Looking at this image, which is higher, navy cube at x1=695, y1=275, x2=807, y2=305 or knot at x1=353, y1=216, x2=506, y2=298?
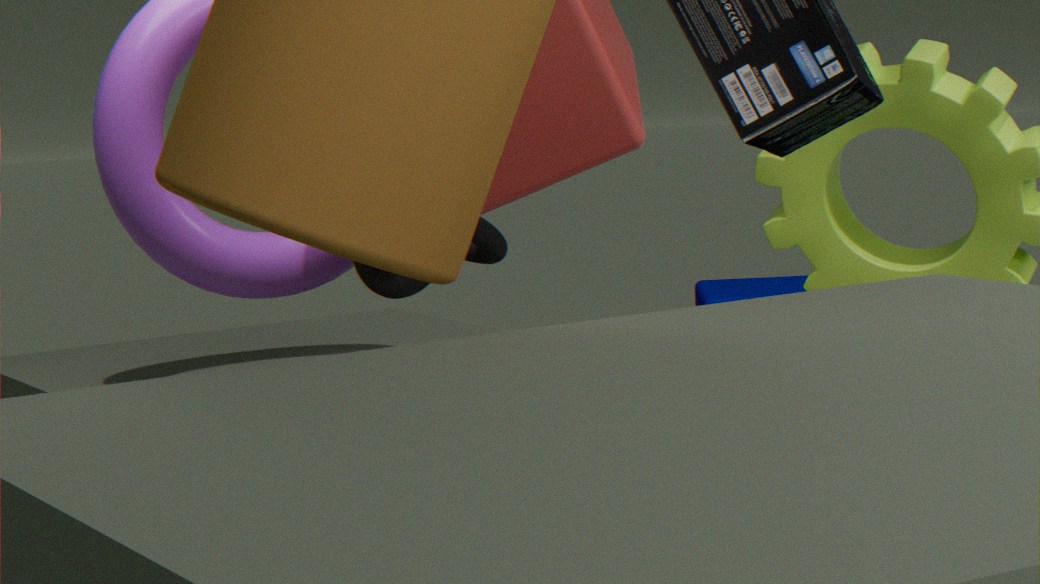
knot at x1=353, y1=216, x2=506, y2=298
